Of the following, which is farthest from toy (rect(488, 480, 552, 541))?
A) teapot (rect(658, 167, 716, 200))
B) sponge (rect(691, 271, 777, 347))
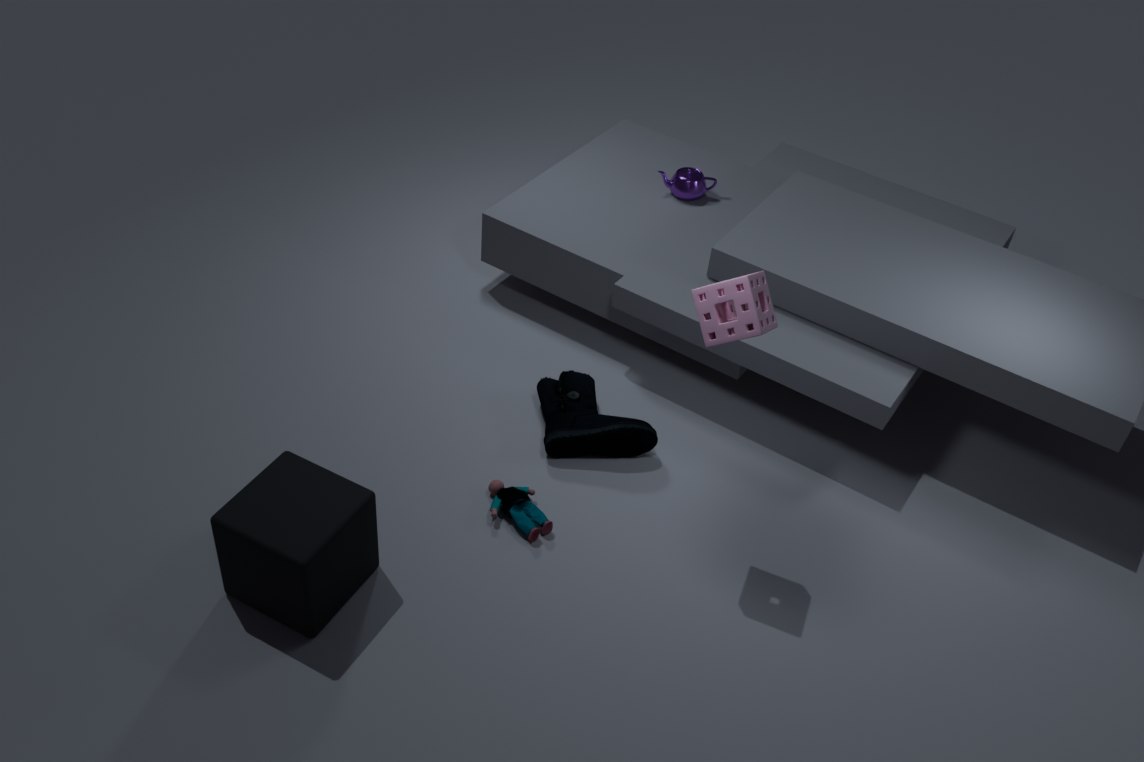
teapot (rect(658, 167, 716, 200))
